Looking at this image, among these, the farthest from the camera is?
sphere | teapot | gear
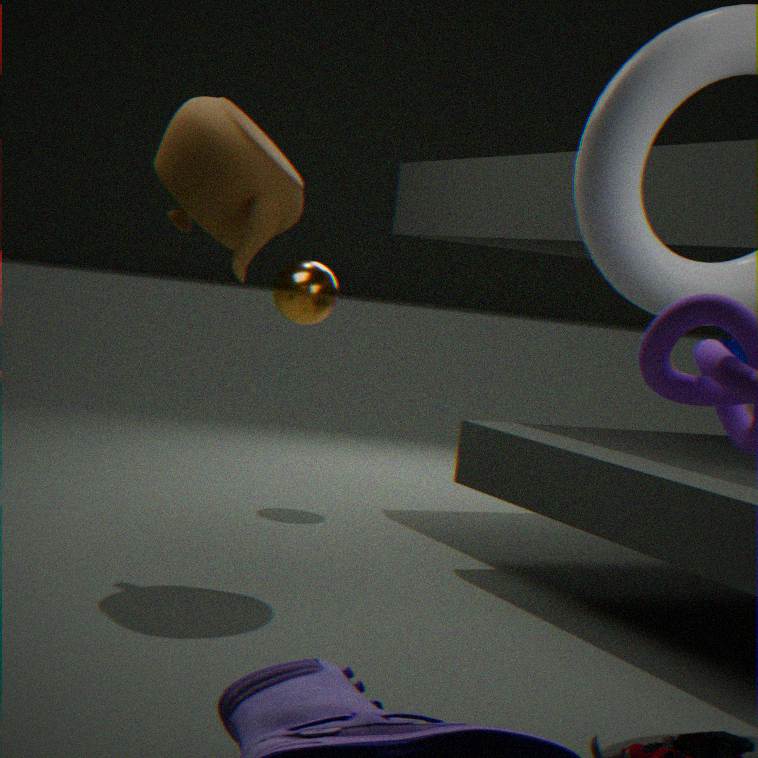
sphere
